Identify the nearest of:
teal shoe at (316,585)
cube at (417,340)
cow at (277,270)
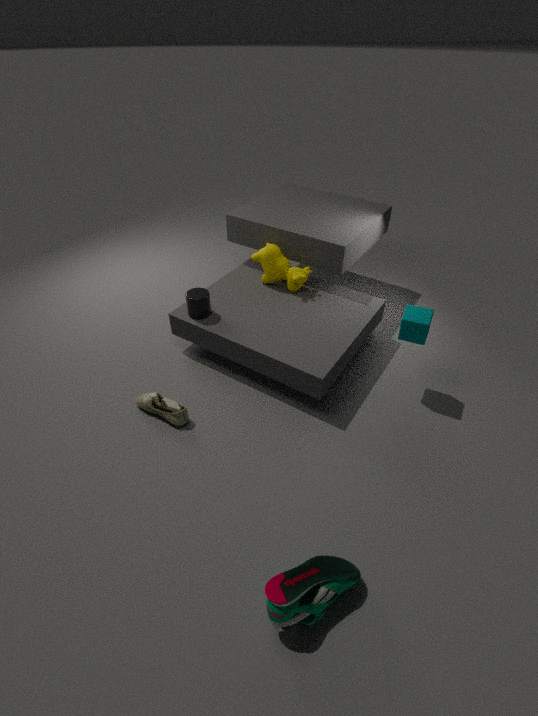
teal shoe at (316,585)
